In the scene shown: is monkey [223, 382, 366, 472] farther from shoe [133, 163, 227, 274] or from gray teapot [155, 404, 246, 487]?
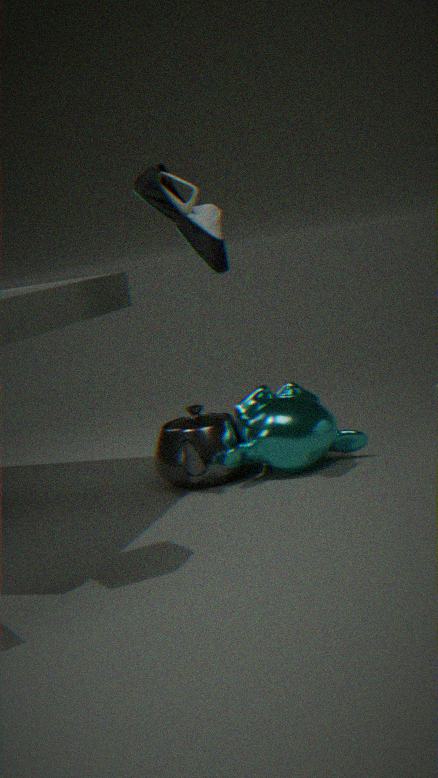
shoe [133, 163, 227, 274]
